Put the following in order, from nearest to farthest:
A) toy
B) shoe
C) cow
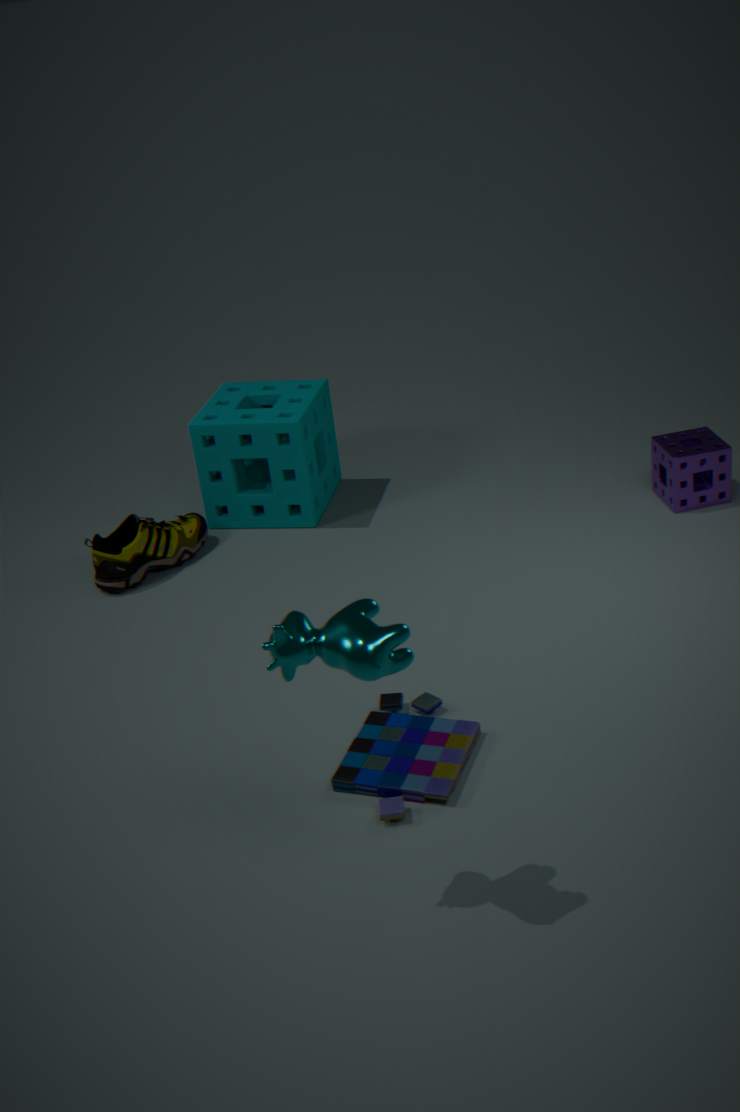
cow, toy, shoe
